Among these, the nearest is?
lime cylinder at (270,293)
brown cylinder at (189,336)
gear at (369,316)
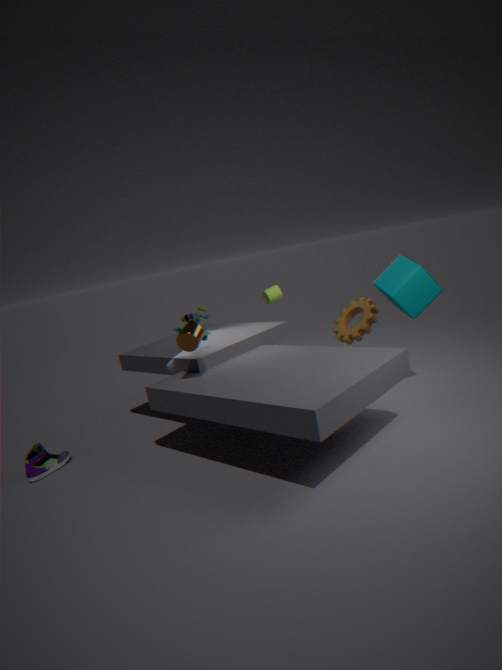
brown cylinder at (189,336)
